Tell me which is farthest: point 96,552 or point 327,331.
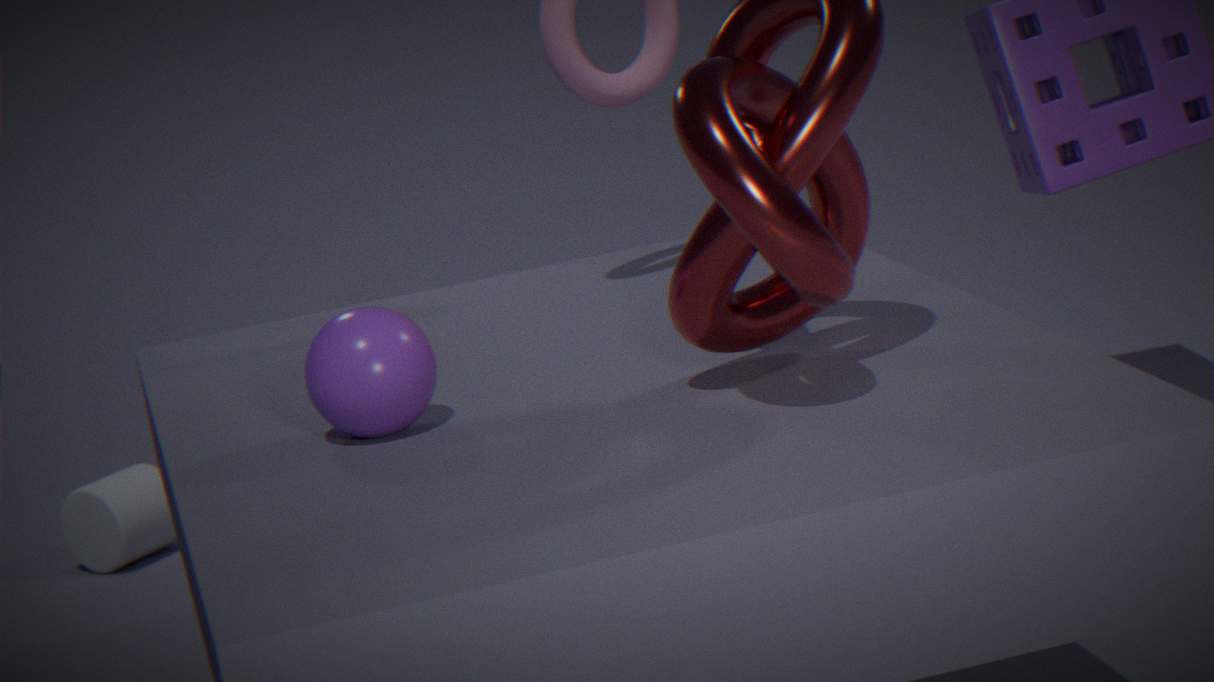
point 96,552
